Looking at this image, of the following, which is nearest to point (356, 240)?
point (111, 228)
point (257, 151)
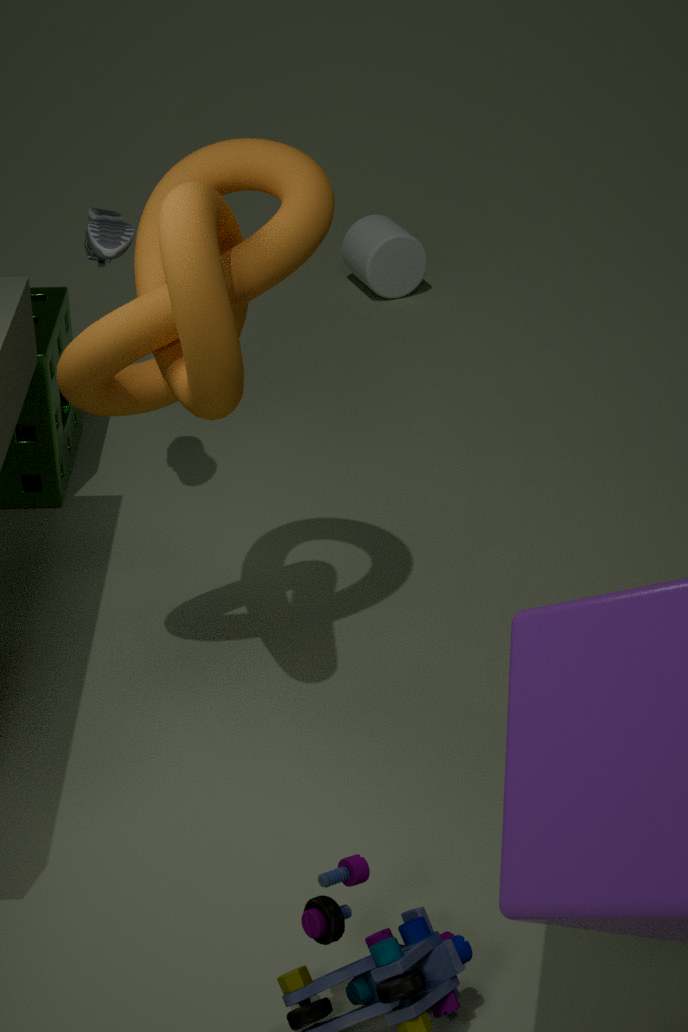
point (111, 228)
